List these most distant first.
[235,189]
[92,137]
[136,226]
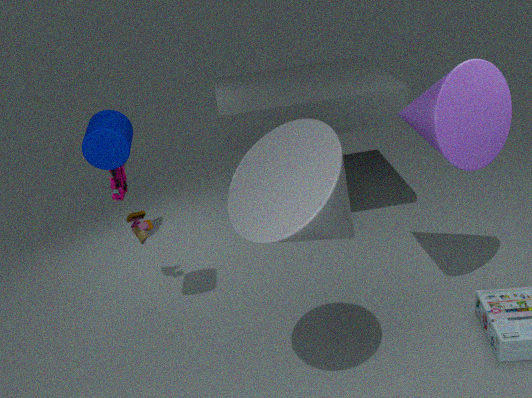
1. [136,226]
2. [92,137]
3. [235,189]
